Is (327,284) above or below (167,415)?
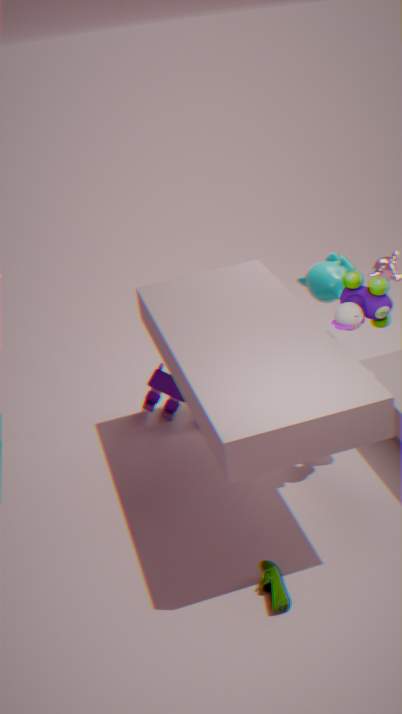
above
